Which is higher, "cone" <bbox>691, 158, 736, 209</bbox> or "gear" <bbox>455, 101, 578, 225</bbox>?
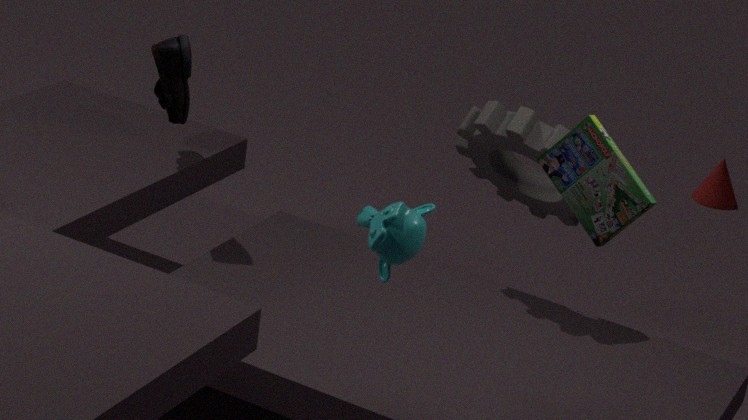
"gear" <bbox>455, 101, 578, 225</bbox>
